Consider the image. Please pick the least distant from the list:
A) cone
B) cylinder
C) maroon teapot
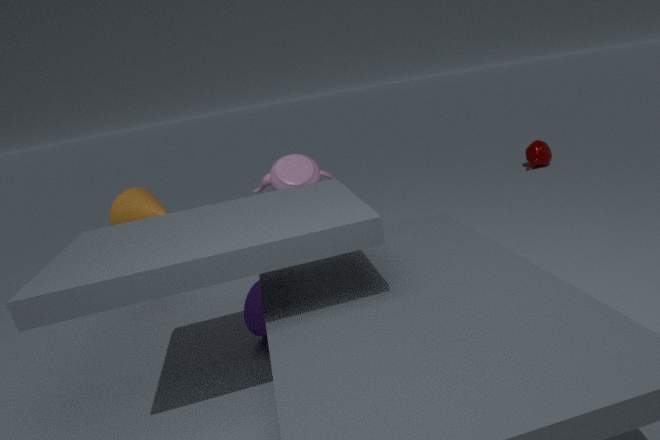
cylinder
